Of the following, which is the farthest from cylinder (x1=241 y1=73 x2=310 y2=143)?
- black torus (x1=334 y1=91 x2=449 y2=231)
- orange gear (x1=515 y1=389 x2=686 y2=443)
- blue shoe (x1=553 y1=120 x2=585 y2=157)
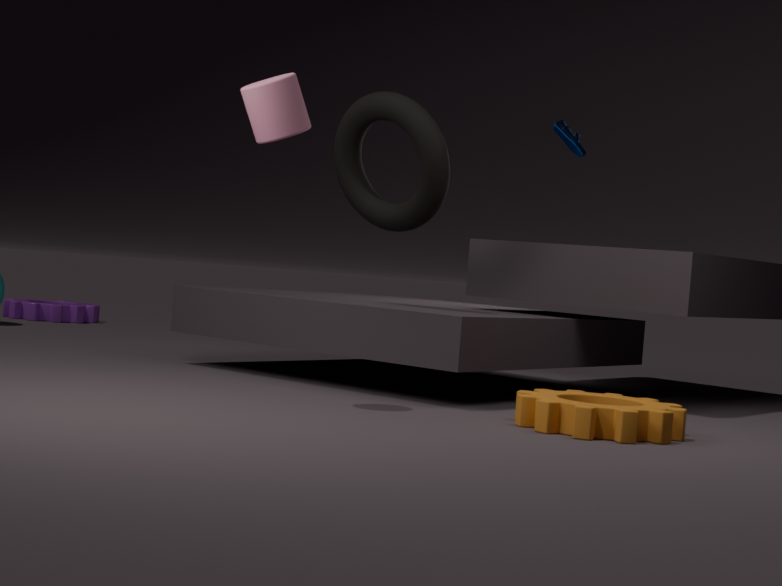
blue shoe (x1=553 y1=120 x2=585 y2=157)
